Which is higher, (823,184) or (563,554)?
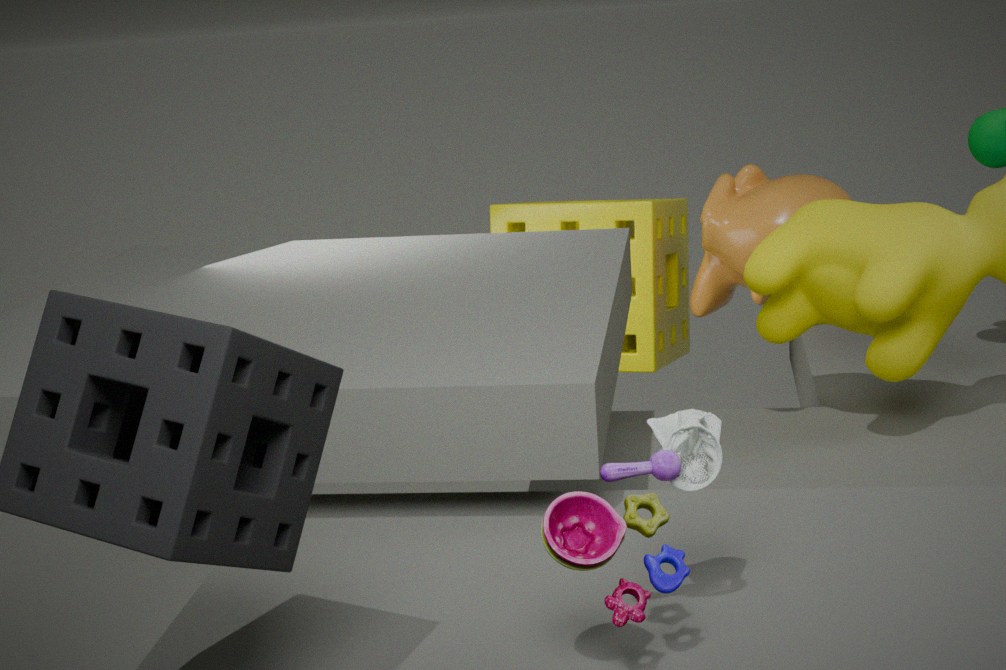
(563,554)
